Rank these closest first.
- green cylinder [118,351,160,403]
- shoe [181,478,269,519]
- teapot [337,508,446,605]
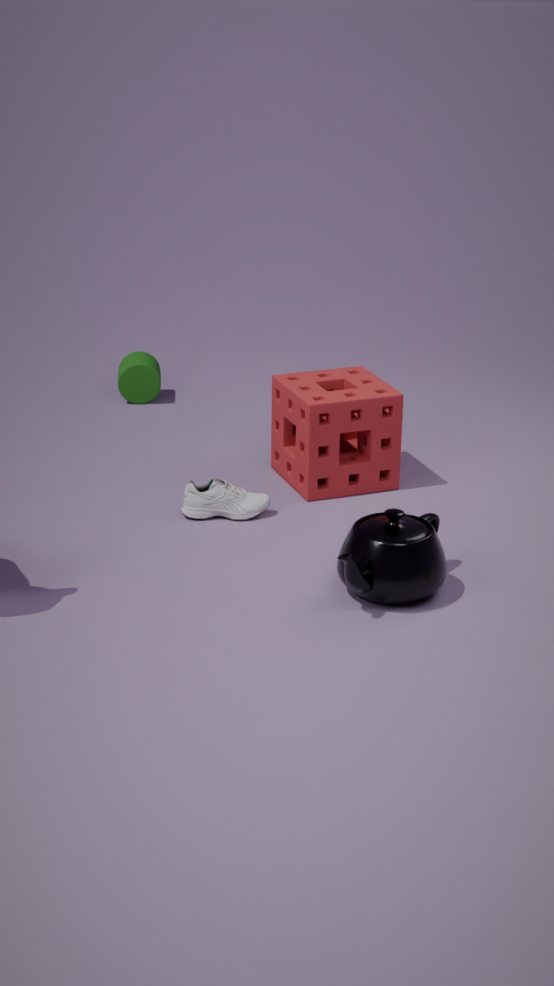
1. teapot [337,508,446,605]
2. shoe [181,478,269,519]
3. green cylinder [118,351,160,403]
